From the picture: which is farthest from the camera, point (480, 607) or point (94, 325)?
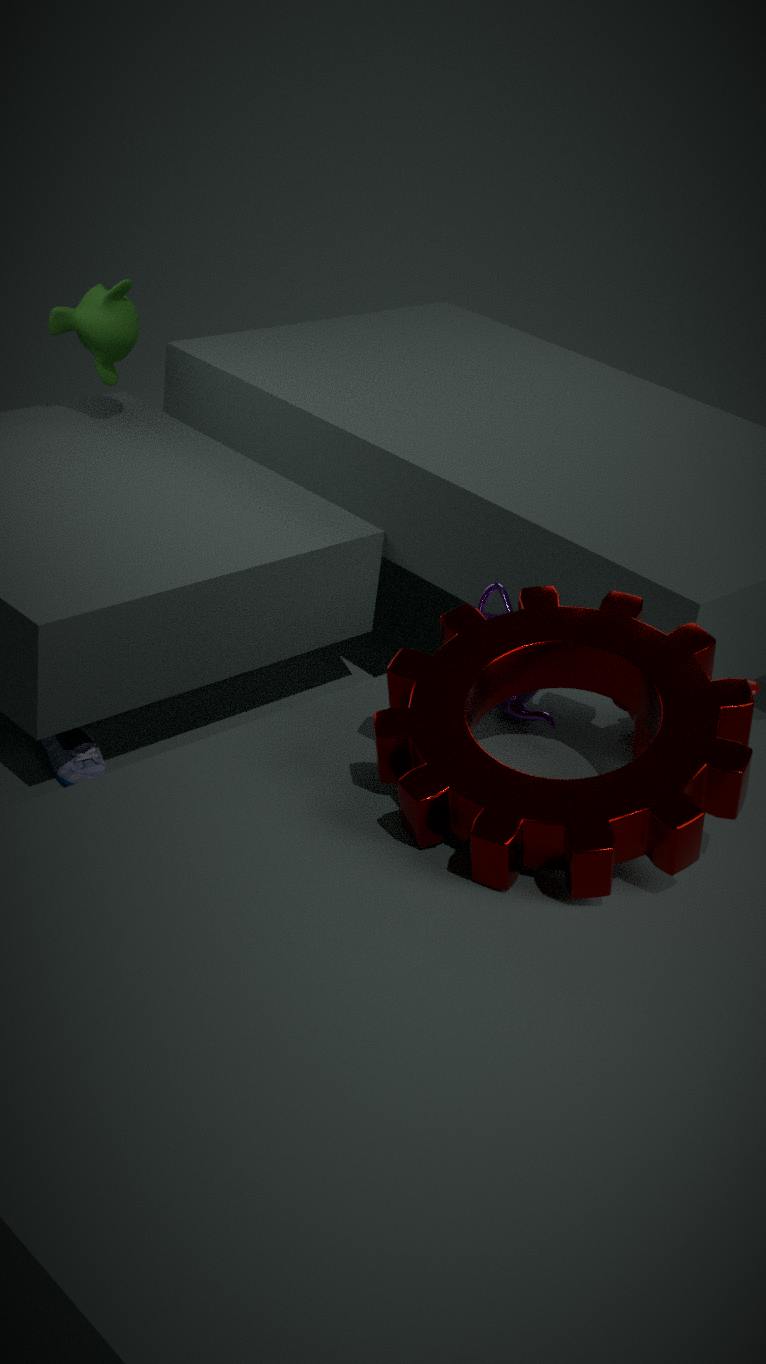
point (94, 325)
